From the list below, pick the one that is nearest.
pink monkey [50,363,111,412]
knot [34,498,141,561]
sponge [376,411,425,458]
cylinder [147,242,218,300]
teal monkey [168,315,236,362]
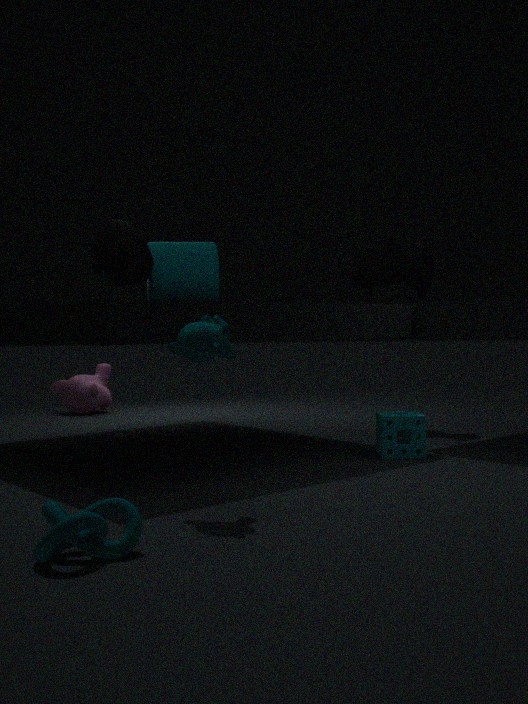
knot [34,498,141,561]
